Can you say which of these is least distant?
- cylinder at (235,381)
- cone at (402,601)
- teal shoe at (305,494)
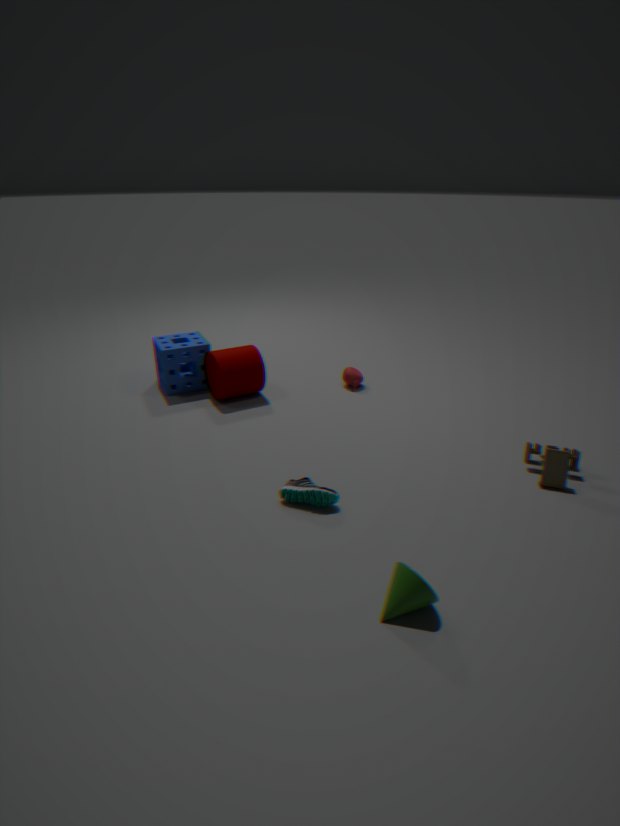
cone at (402,601)
